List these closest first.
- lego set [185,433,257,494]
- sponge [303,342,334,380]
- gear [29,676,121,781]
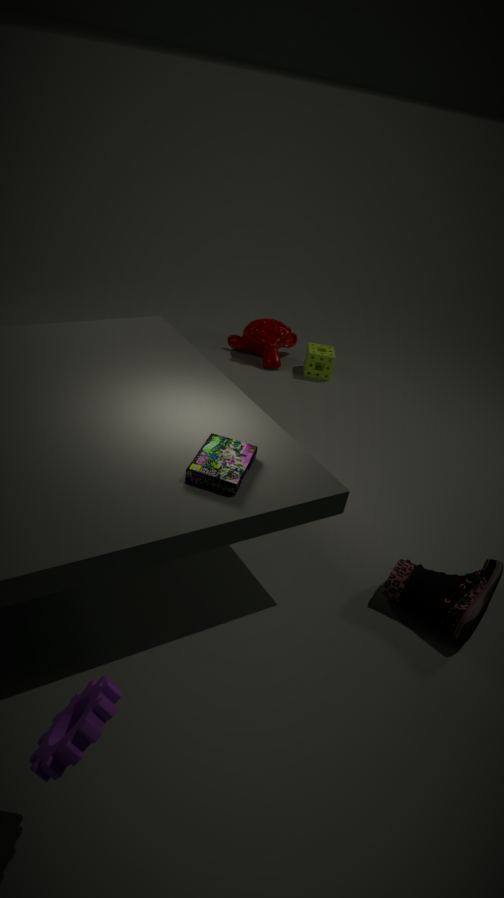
1. gear [29,676,121,781]
2. lego set [185,433,257,494]
3. sponge [303,342,334,380]
